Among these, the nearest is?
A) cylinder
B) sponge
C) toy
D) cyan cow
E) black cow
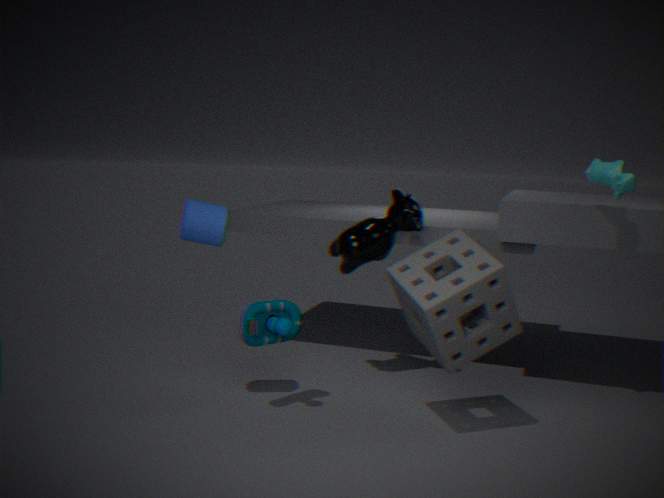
sponge
